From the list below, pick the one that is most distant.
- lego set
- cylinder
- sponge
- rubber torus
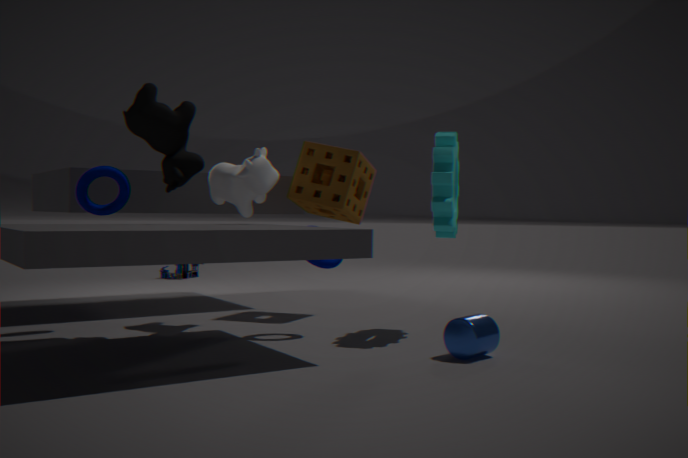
lego set
